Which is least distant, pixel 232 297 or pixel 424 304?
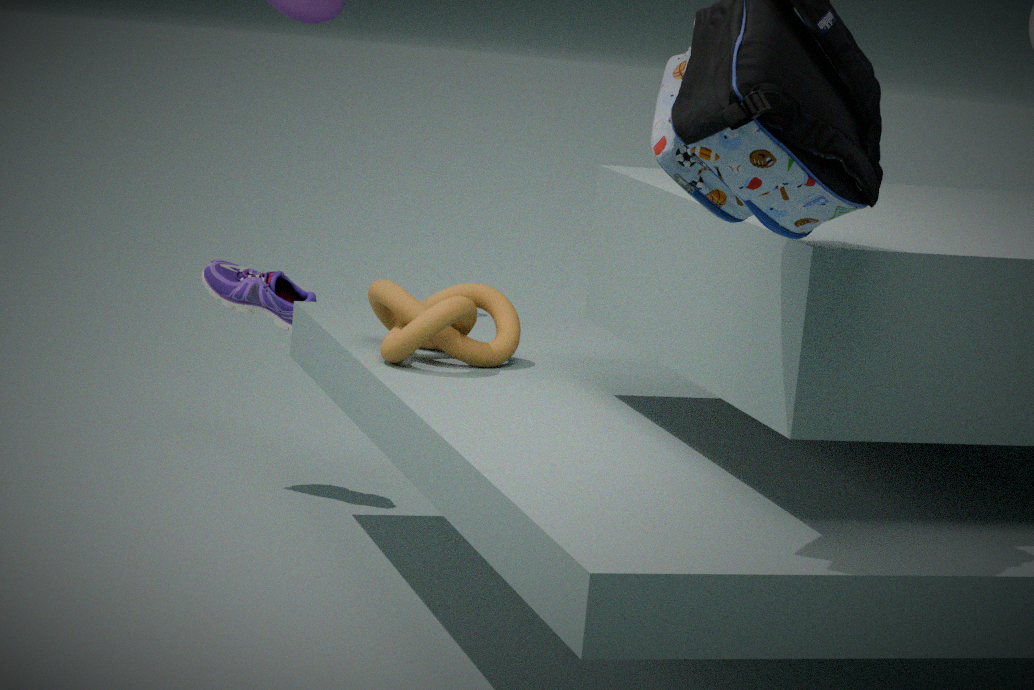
pixel 424 304
